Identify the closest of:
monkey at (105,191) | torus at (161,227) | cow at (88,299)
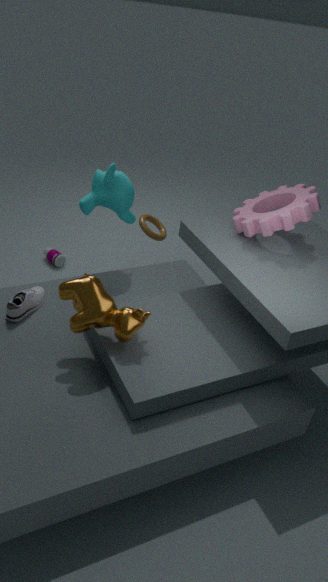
cow at (88,299)
